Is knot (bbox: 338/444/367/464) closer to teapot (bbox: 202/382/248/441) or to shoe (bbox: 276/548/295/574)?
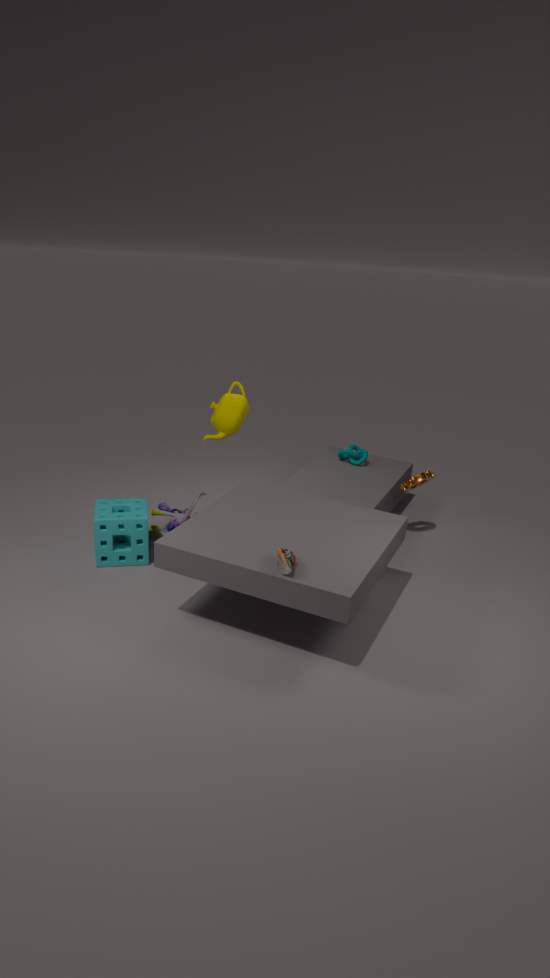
teapot (bbox: 202/382/248/441)
